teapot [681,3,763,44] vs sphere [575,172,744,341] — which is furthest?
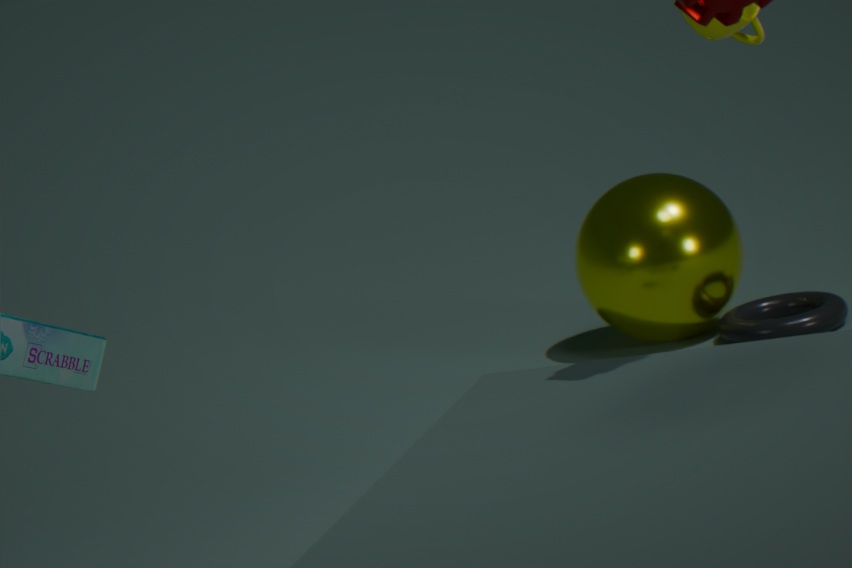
sphere [575,172,744,341]
